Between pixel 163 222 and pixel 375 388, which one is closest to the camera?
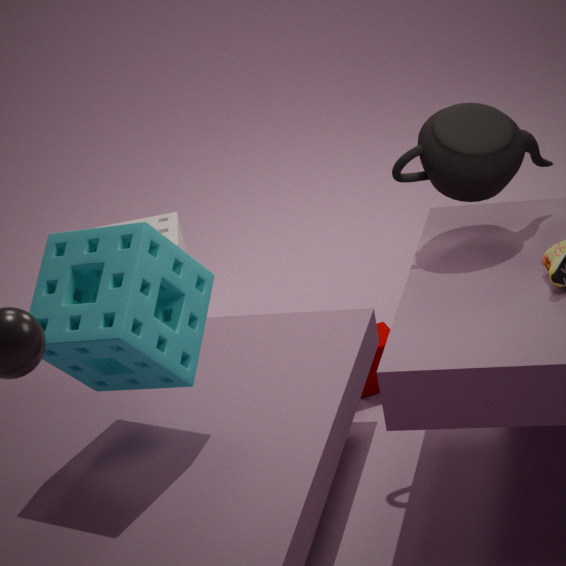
pixel 375 388
